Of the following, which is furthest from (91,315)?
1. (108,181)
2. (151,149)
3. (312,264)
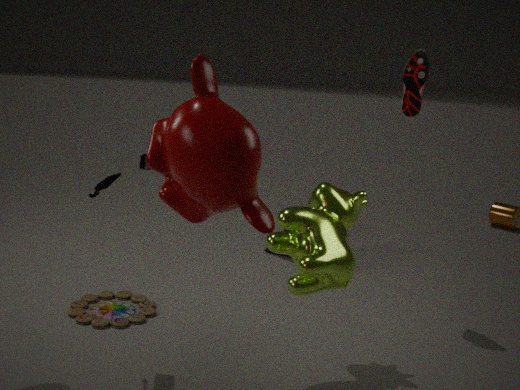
(151,149)
